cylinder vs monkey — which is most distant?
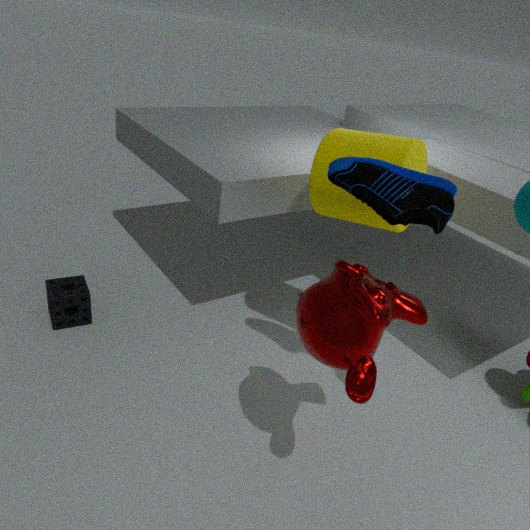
cylinder
